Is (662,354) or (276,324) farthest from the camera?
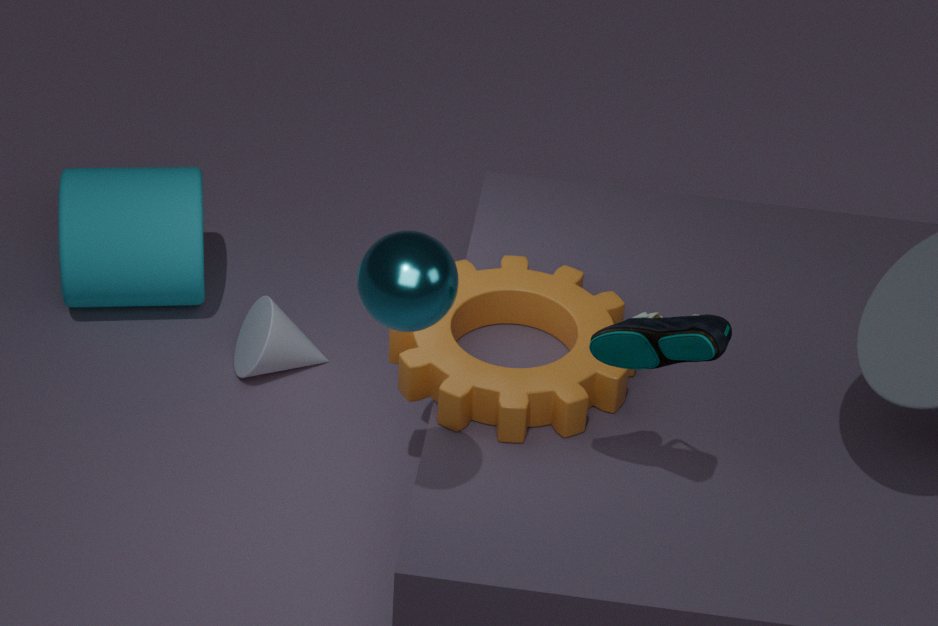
(276,324)
